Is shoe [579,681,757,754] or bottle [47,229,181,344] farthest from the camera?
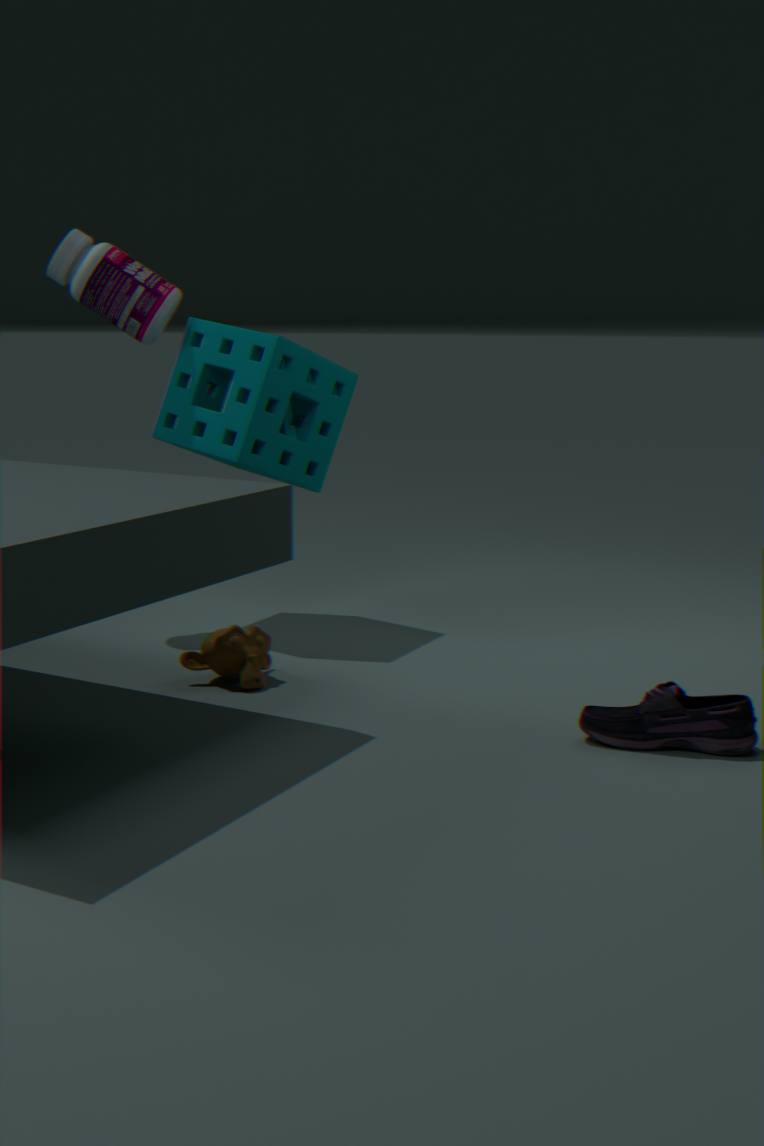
bottle [47,229,181,344]
